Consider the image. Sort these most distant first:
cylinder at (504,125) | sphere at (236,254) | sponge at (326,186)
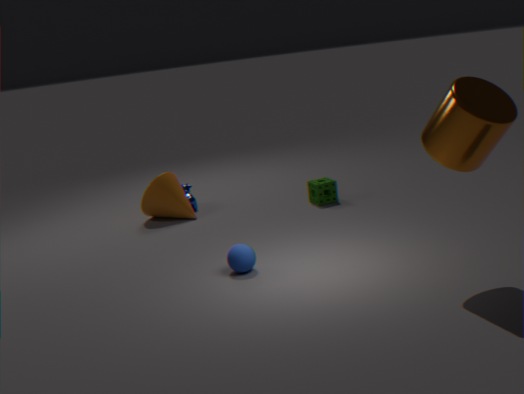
sponge at (326,186) < sphere at (236,254) < cylinder at (504,125)
